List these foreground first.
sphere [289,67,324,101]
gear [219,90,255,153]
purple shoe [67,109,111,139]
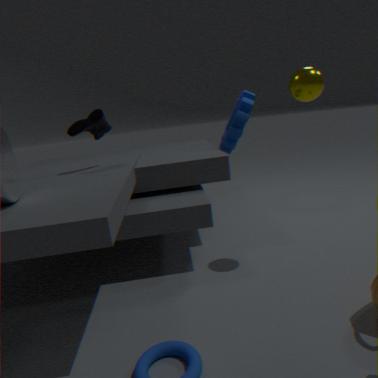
sphere [289,67,324,101] → purple shoe [67,109,111,139] → gear [219,90,255,153]
